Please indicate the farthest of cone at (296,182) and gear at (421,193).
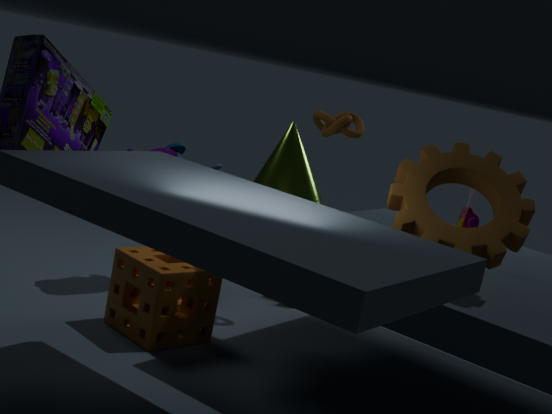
cone at (296,182)
